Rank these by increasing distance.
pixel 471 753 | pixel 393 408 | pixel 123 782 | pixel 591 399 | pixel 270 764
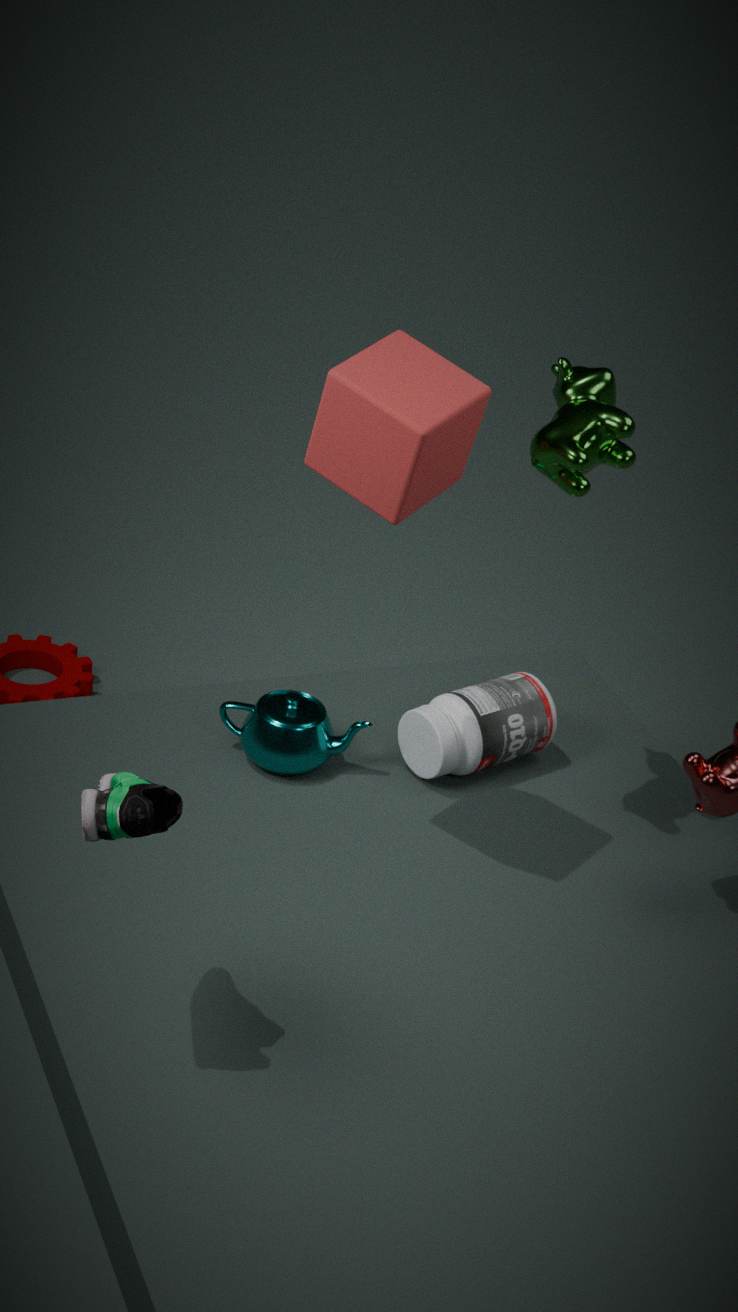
pixel 123 782 < pixel 393 408 < pixel 591 399 < pixel 270 764 < pixel 471 753
